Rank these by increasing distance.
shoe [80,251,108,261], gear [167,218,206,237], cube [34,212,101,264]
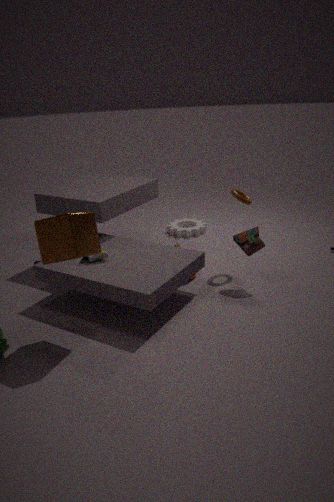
1. cube [34,212,101,264]
2. shoe [80,251,108,261]
3. gear [167,218,206,237]
